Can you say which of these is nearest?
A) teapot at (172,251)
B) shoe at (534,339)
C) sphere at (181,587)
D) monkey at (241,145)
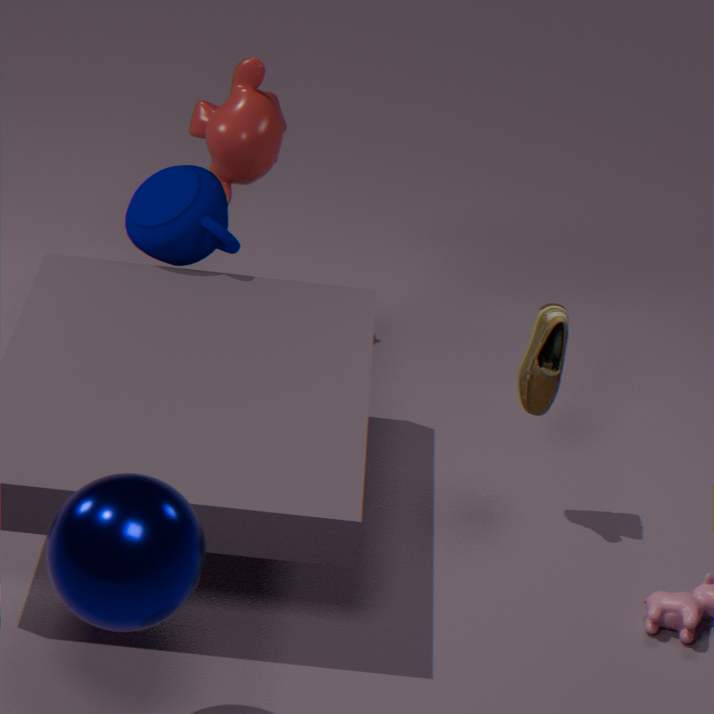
sphere at (181,587)
